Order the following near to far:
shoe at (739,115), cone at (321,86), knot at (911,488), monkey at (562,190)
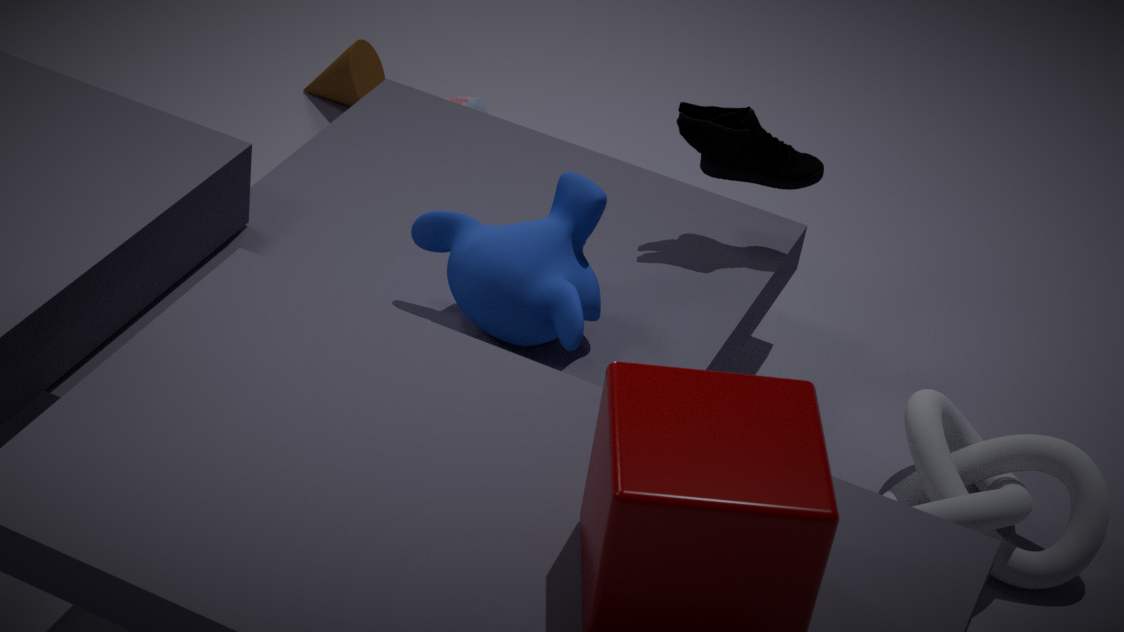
monkey at (562,190)
knot at (911,488)
shoe at (739,115)
cone at (321,86)
